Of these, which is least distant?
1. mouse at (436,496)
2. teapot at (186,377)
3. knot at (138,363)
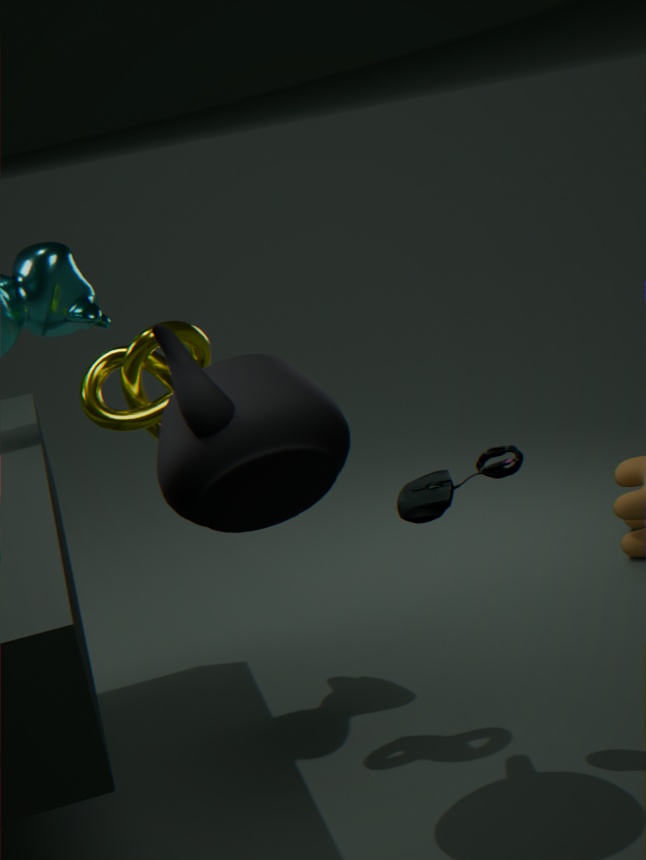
teapot at (186,377)
